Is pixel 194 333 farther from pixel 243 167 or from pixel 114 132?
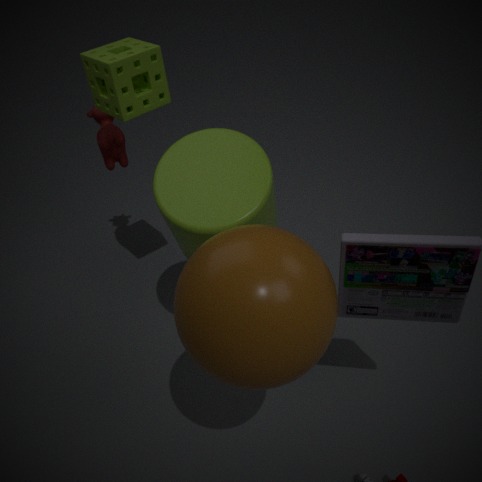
pixel 114 132
